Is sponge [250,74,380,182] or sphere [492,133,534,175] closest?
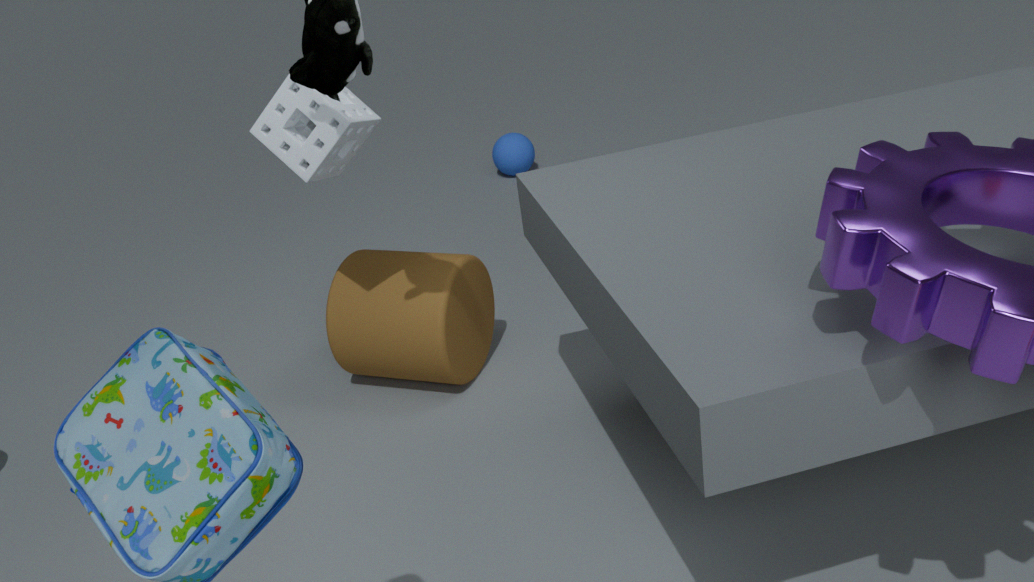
sponge [250,74,380,182]
